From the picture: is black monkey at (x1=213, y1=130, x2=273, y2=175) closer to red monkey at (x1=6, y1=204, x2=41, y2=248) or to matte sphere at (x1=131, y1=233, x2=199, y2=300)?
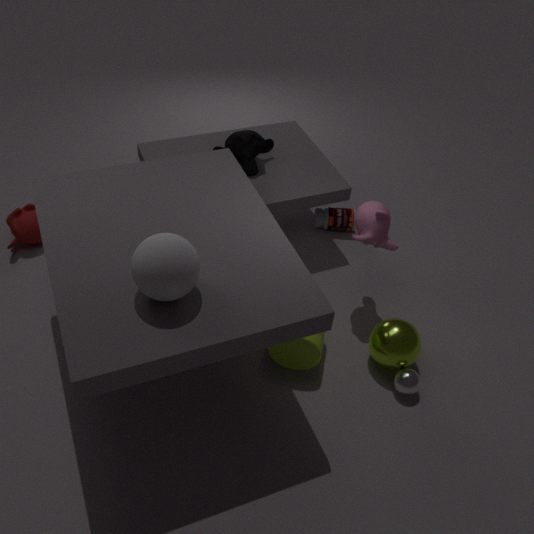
red monkey at (x1=6, y1=204, x2=41, y2=248)
